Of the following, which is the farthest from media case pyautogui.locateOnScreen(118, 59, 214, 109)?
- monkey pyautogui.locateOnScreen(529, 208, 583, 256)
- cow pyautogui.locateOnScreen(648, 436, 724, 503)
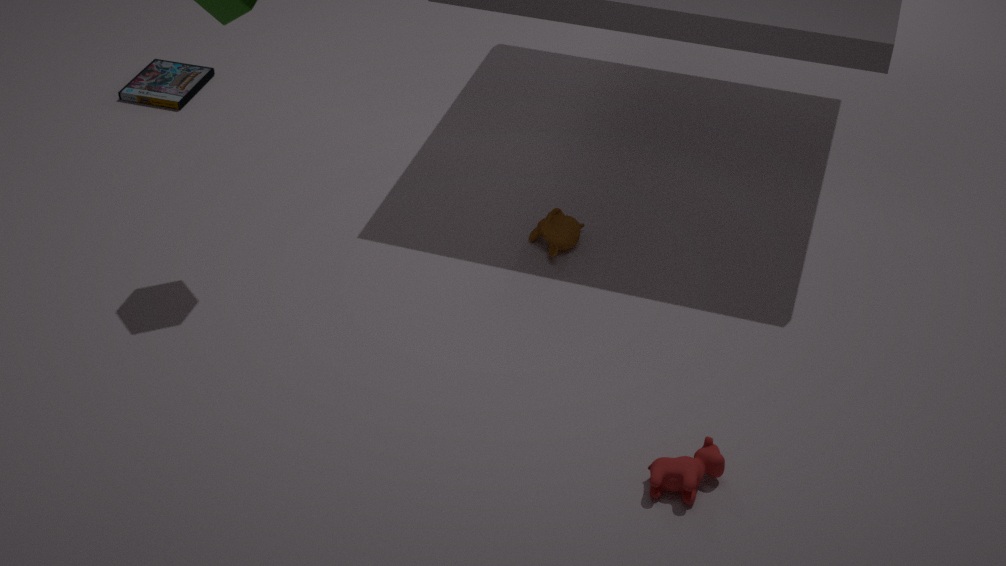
cow pyautogui.locateOnScreen(648, 436, 724, 503)
